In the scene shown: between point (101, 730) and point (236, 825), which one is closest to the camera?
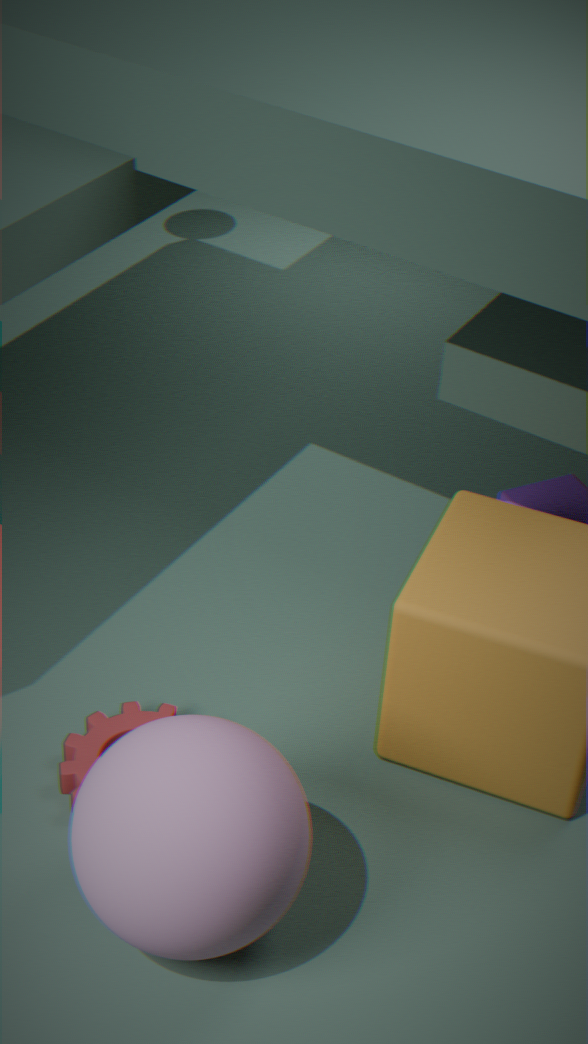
point (236, 825)
